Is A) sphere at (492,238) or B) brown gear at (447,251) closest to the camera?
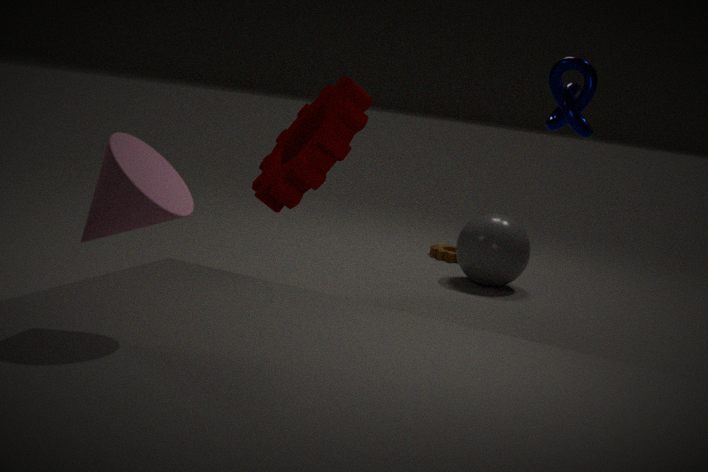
A. sphere at (492,238)
